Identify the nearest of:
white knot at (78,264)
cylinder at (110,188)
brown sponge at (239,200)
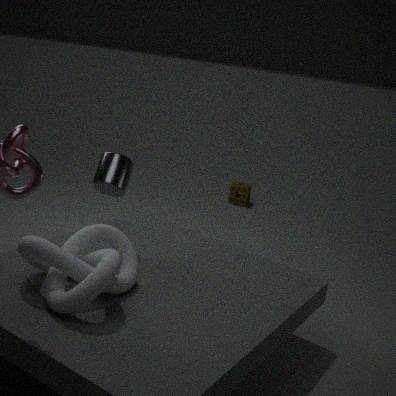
white knot at (78,264)
